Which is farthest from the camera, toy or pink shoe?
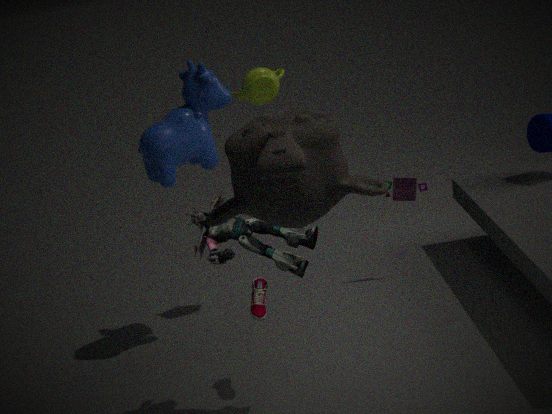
toy
